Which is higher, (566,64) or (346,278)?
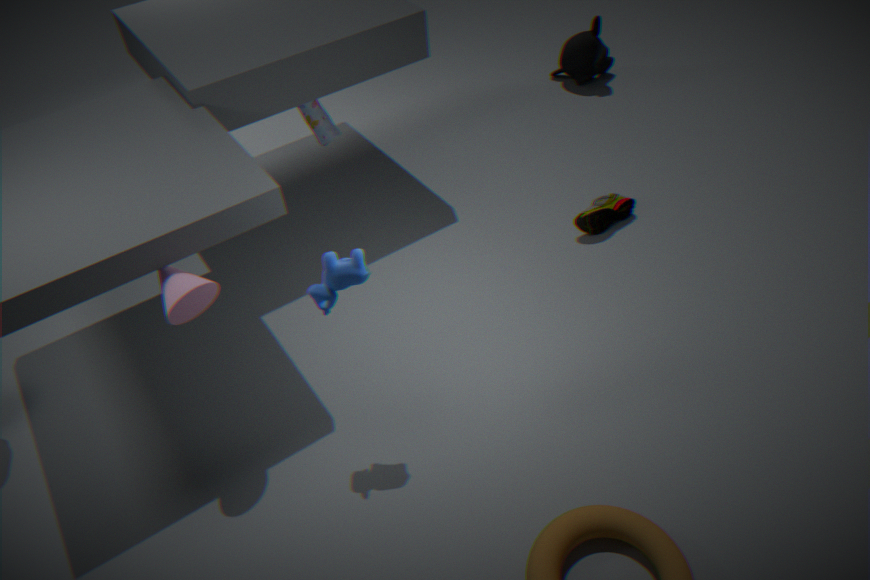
(346,278)
